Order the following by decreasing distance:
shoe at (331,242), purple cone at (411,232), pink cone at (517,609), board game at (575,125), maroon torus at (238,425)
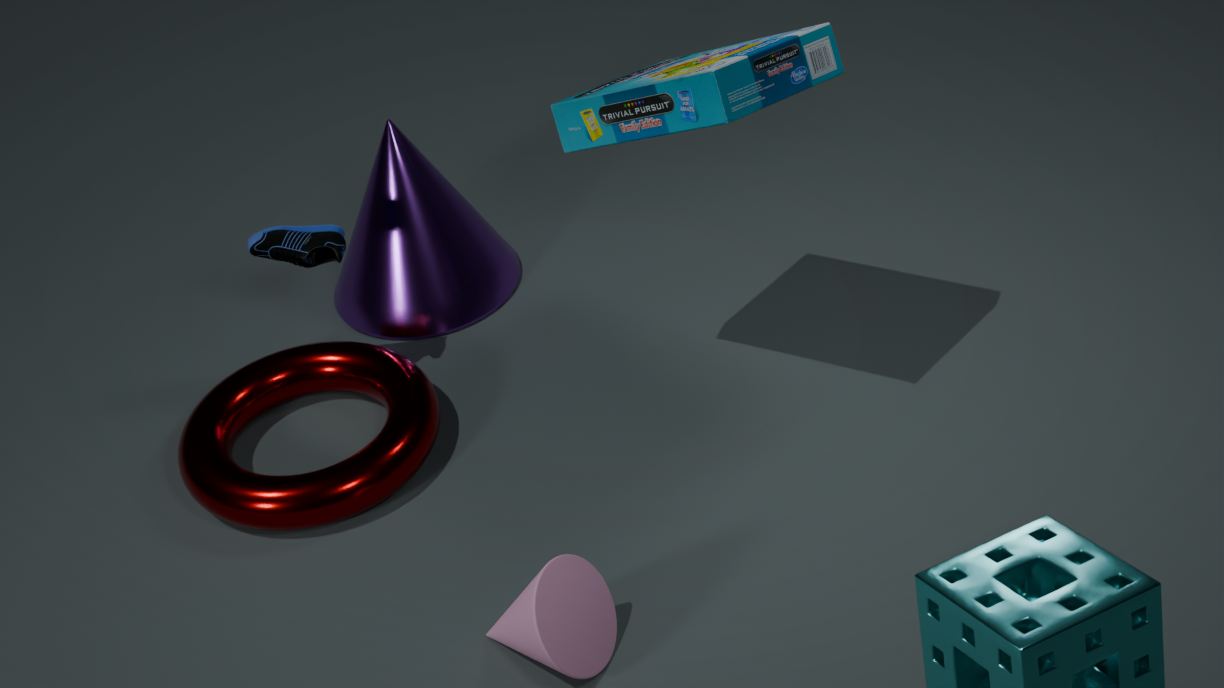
purple cone at (411,232)
shoe at (331,242)
maroon torus at (238,425)
board game at (575,125)
pink cone at (517,609)
